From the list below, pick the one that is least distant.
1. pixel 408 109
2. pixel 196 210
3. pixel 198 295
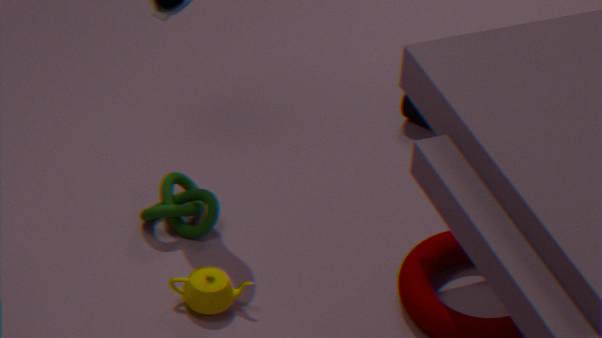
pixel 198 295
